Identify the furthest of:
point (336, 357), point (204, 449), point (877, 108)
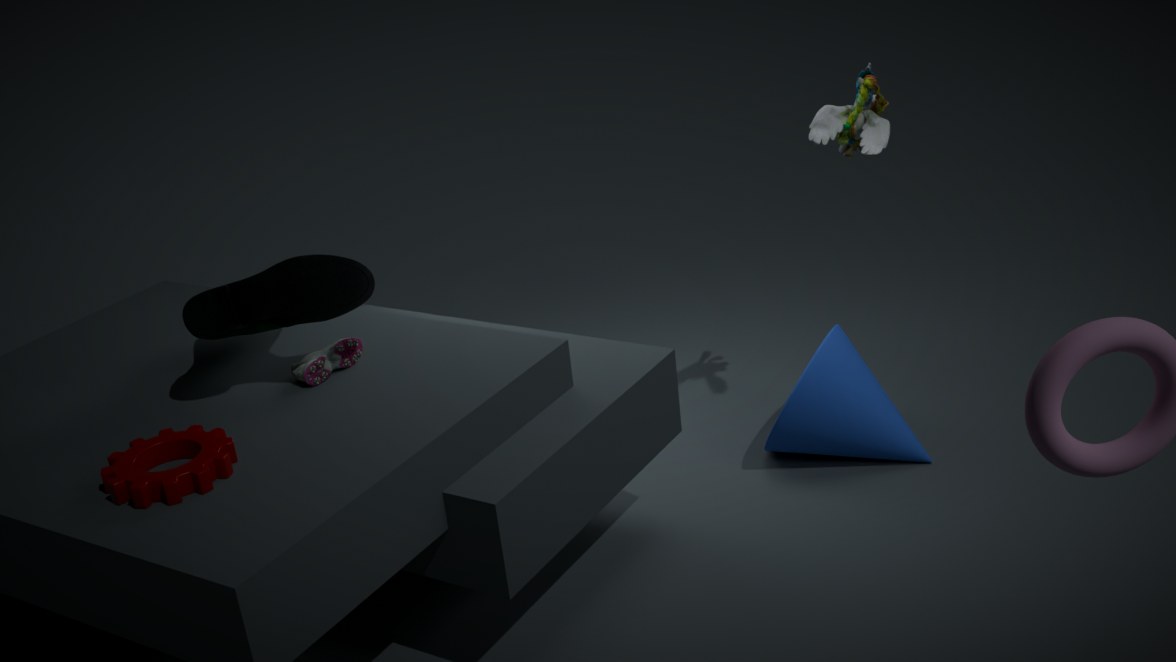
point (877, 108)
